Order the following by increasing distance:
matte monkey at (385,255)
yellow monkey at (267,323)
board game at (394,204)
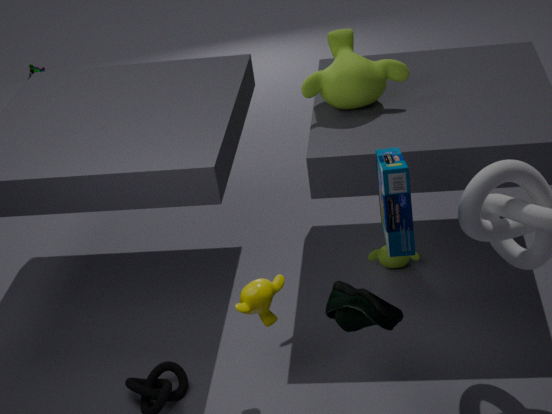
board game at (394,204) < yellow monkey at (267,323) < matte monkey at (385,255)
